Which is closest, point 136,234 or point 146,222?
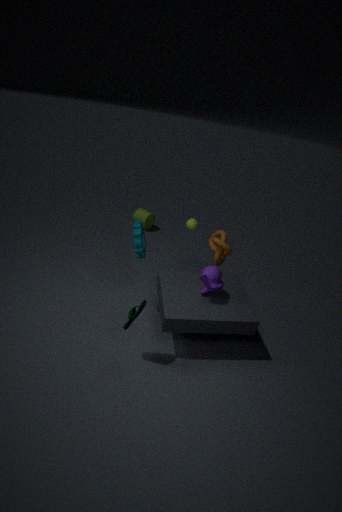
point 136,234
